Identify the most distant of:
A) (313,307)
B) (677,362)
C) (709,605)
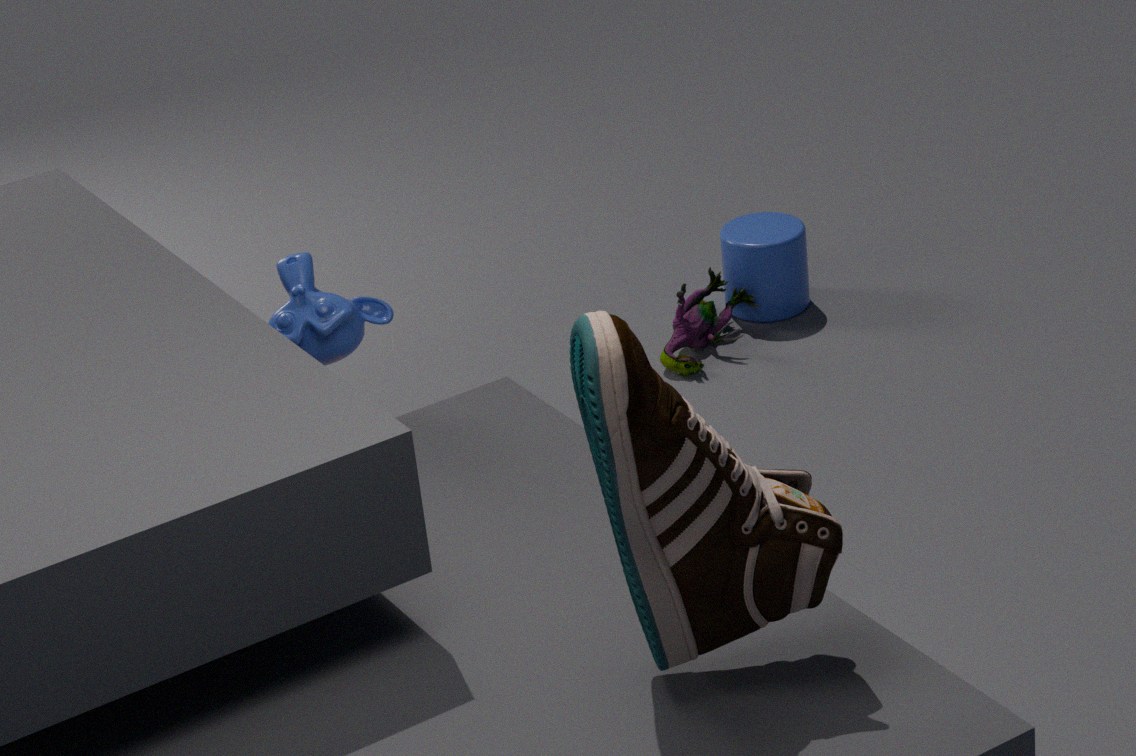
(677,362)
